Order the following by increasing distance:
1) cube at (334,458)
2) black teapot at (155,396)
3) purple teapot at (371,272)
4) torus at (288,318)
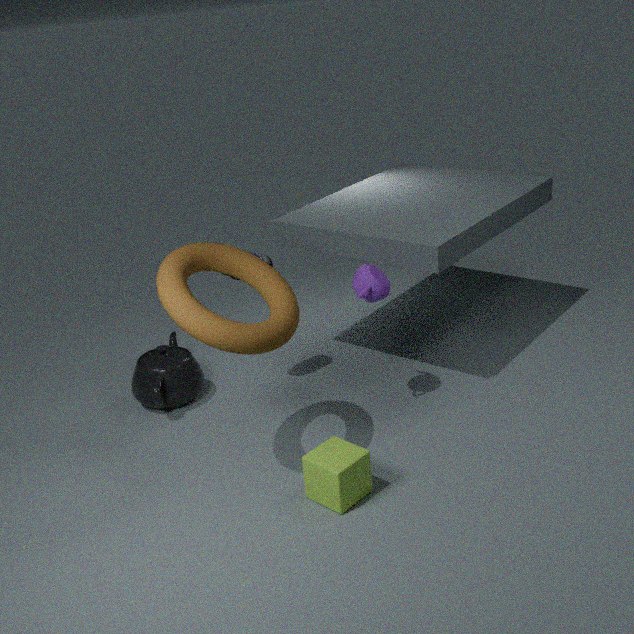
4. torus at (288,318)
1. cube at (334,458)
3. purple teapot at (371,272)
2. black teapot at (155,396)
